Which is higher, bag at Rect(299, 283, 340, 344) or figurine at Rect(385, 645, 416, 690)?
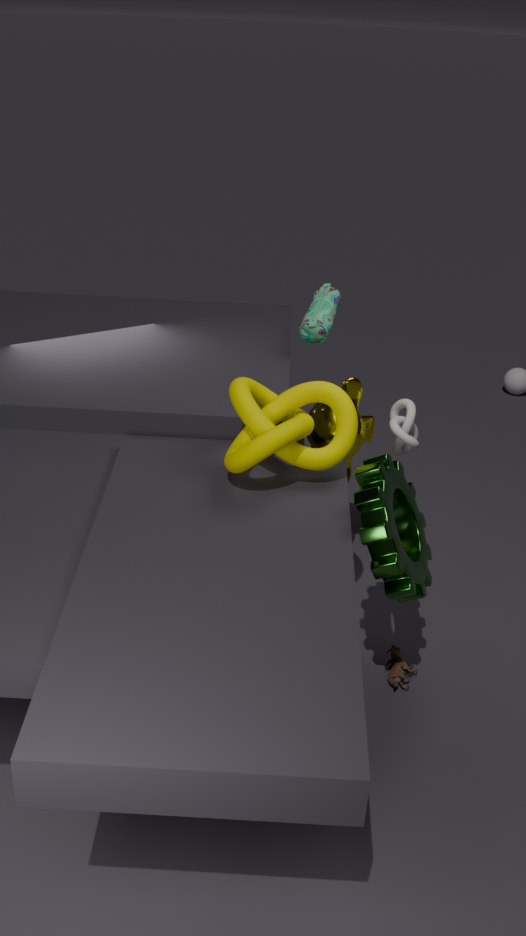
bag at Rect(299, 283, 340, 344)
